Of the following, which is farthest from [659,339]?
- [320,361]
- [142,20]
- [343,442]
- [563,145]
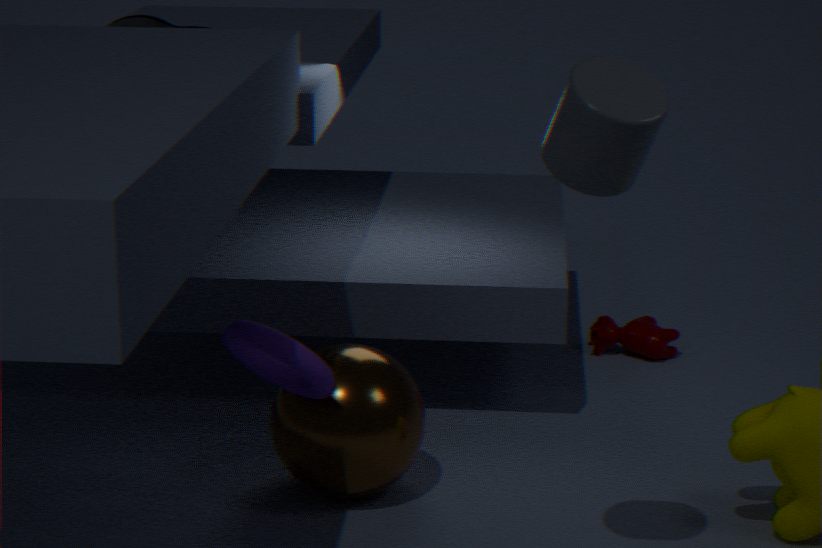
[563,145]
